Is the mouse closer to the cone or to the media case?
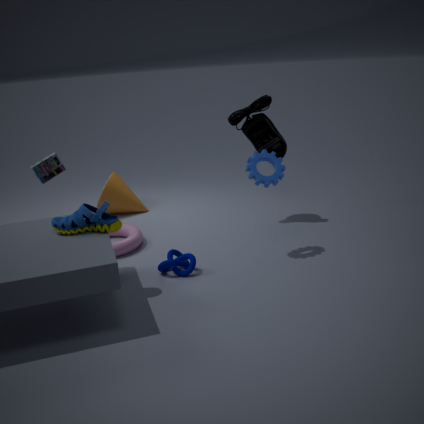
the cone
